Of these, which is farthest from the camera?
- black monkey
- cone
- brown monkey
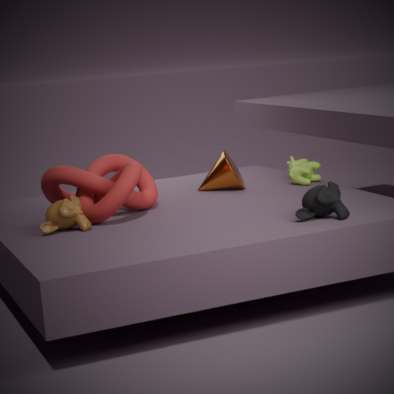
cone
